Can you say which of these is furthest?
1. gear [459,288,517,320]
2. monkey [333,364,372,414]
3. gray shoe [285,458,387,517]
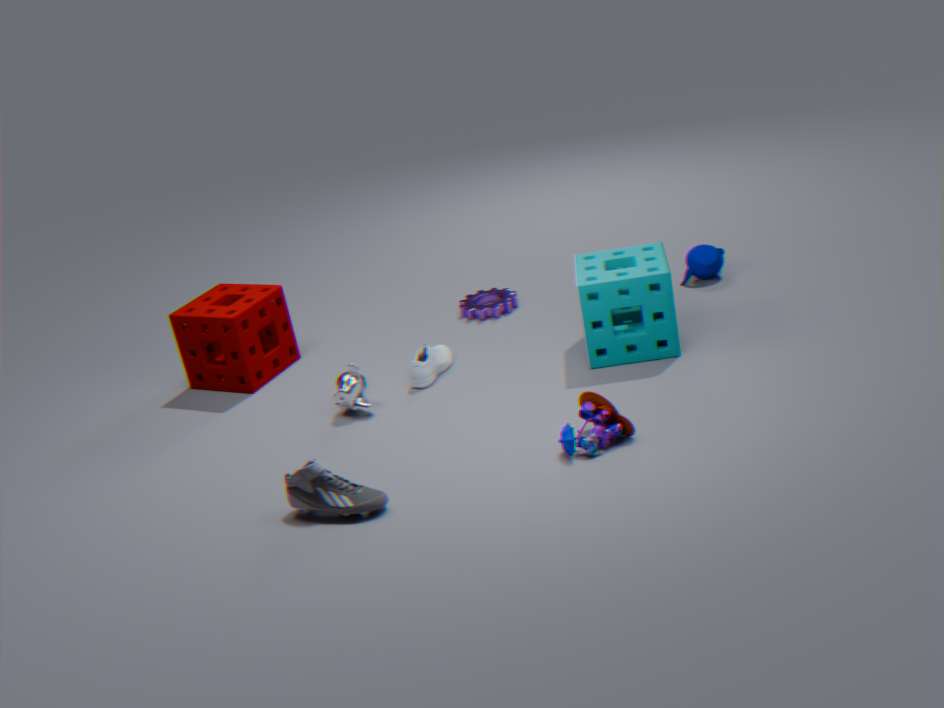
gear [459,288,517,320]
